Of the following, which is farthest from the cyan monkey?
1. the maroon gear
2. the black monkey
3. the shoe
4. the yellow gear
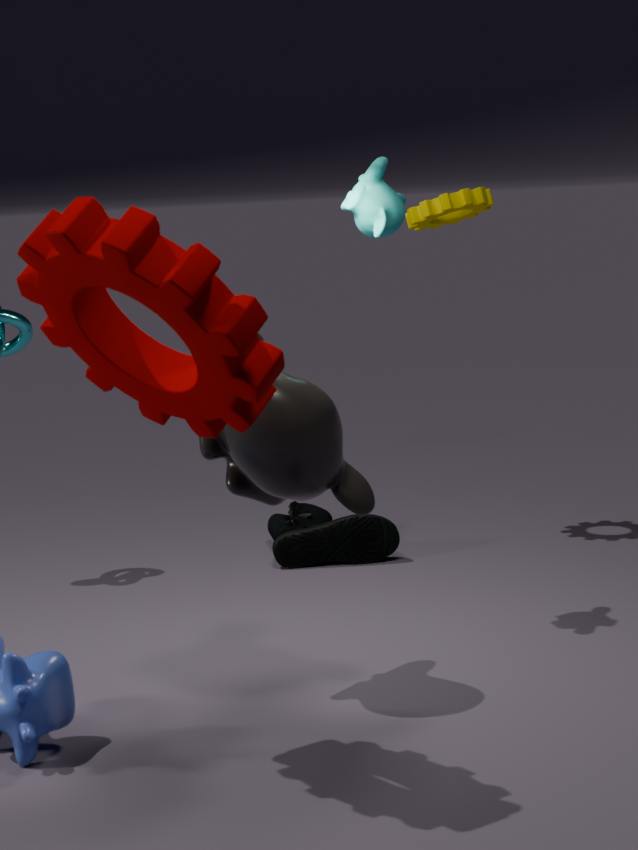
the shoe
